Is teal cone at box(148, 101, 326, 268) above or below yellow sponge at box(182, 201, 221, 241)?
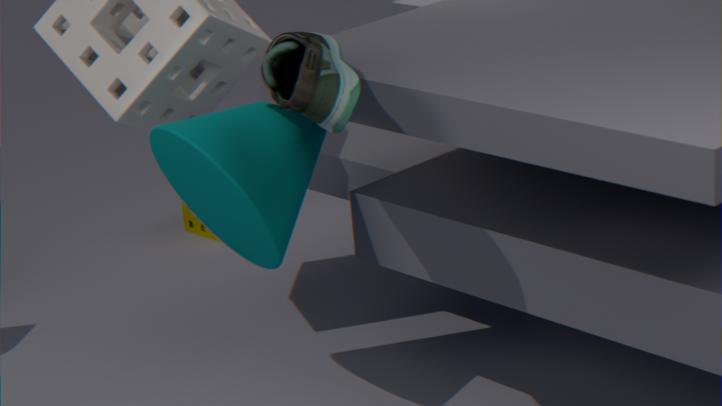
above
